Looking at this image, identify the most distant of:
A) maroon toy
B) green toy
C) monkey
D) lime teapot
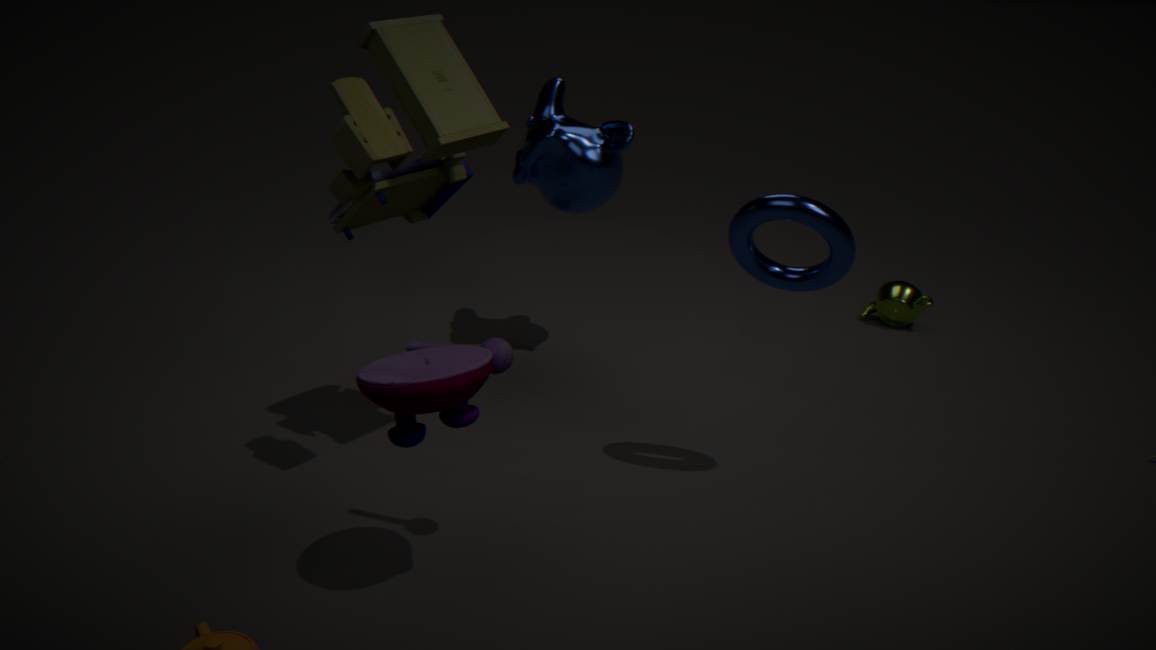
lime teapot
